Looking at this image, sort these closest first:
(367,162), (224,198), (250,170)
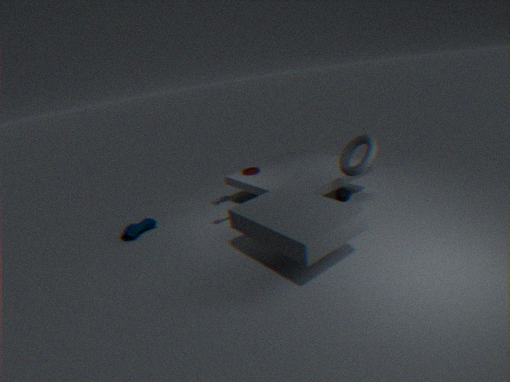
(367,162)
(224,198)
(250,170)
